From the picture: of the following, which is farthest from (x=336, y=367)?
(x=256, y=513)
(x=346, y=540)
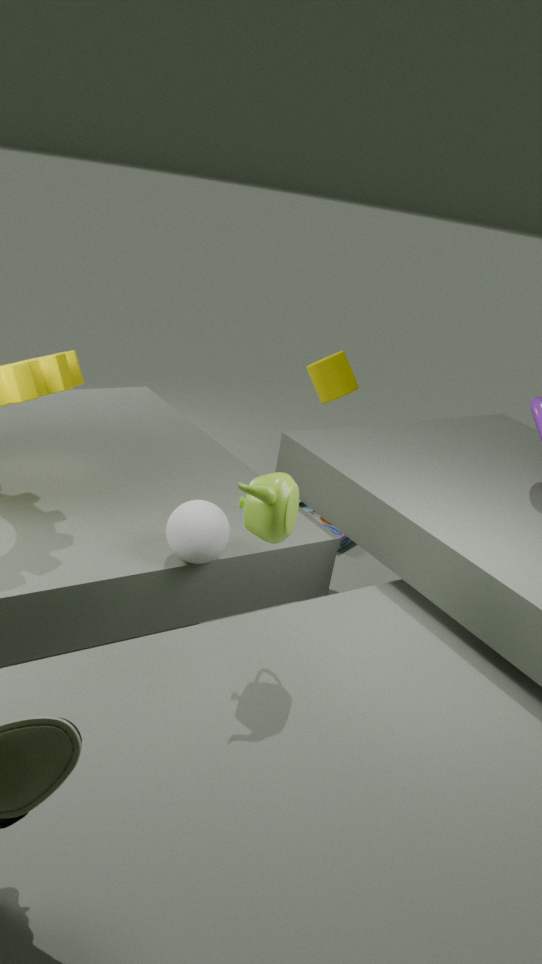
(x=256, y=513)
